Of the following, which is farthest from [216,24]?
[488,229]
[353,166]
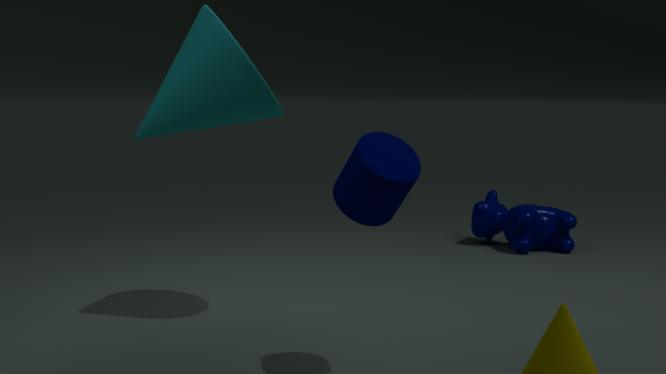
[488,229]
